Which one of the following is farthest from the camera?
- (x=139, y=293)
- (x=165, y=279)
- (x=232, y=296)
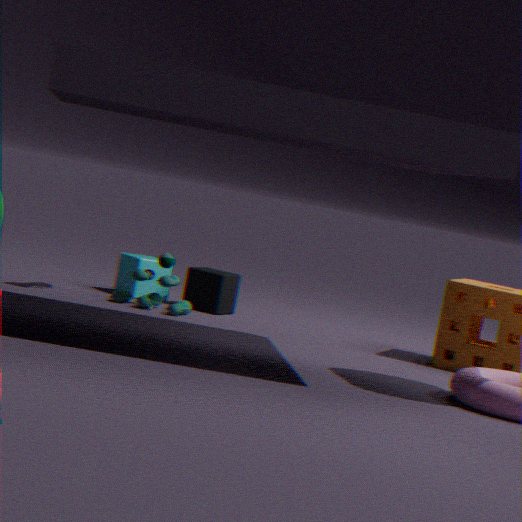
(x=232, y=296)
